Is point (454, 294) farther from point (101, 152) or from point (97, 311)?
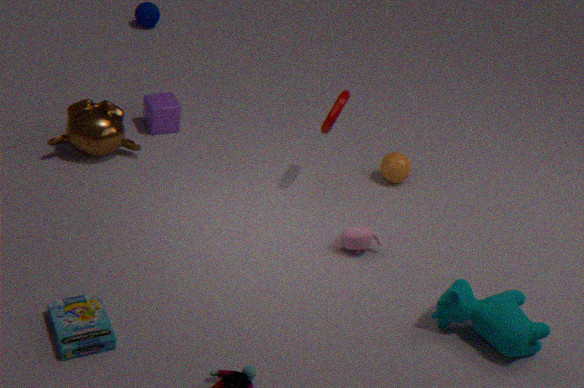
point (101, 152)
